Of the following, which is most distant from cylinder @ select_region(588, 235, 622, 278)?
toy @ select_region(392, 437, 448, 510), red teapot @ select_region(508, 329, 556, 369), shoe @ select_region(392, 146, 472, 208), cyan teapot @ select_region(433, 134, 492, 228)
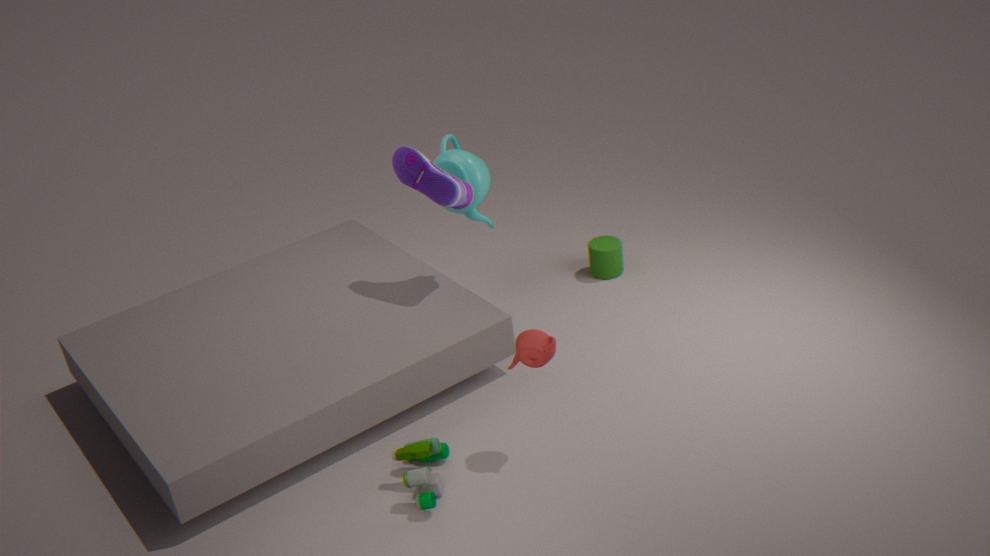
toy @ select_region(392, 437, 448, 510)
